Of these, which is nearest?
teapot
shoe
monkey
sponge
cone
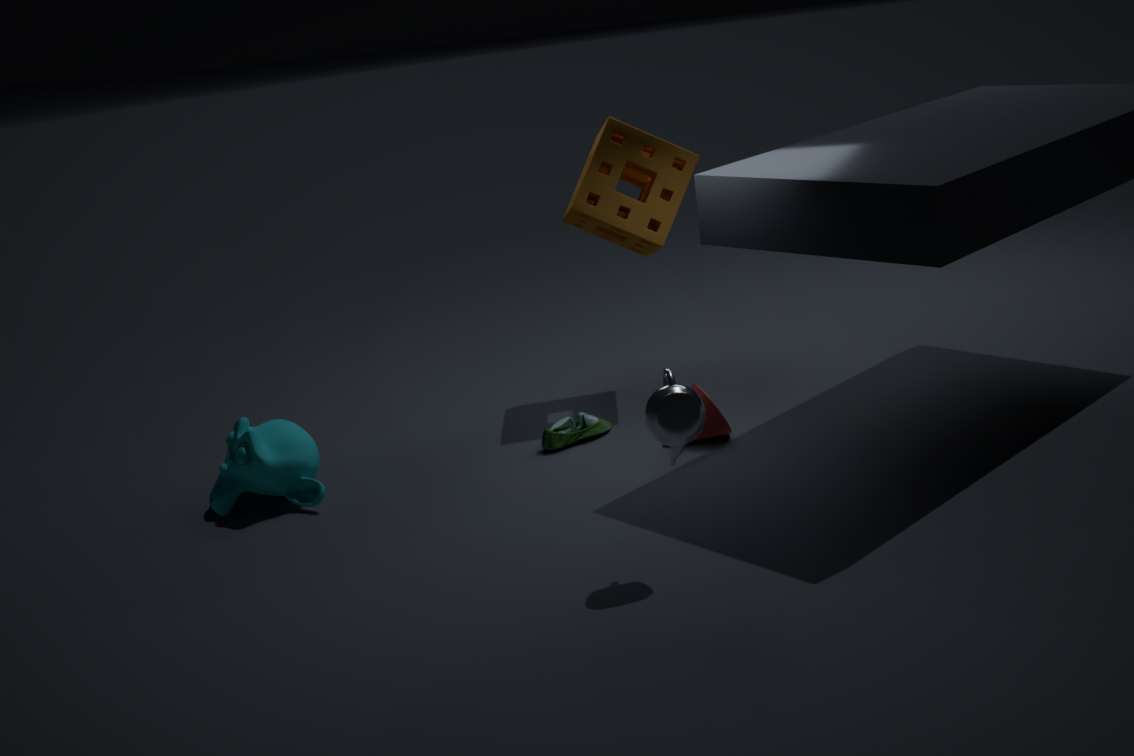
teapot
